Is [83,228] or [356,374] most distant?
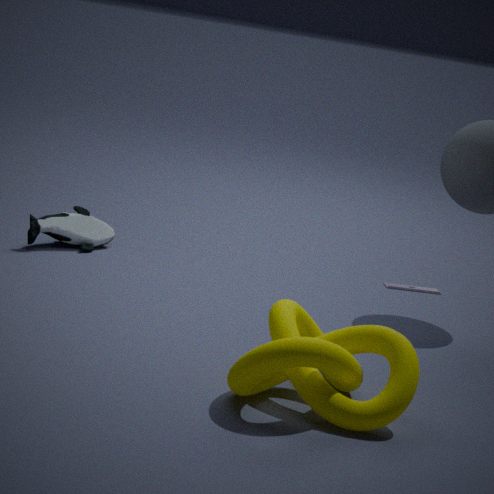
[83,228]
